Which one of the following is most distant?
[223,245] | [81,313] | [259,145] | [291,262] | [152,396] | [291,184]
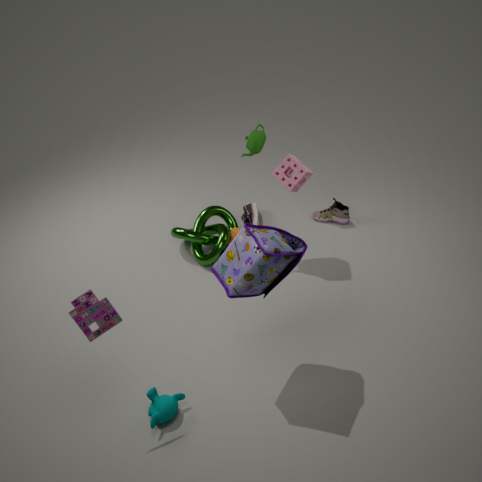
[223,245]
